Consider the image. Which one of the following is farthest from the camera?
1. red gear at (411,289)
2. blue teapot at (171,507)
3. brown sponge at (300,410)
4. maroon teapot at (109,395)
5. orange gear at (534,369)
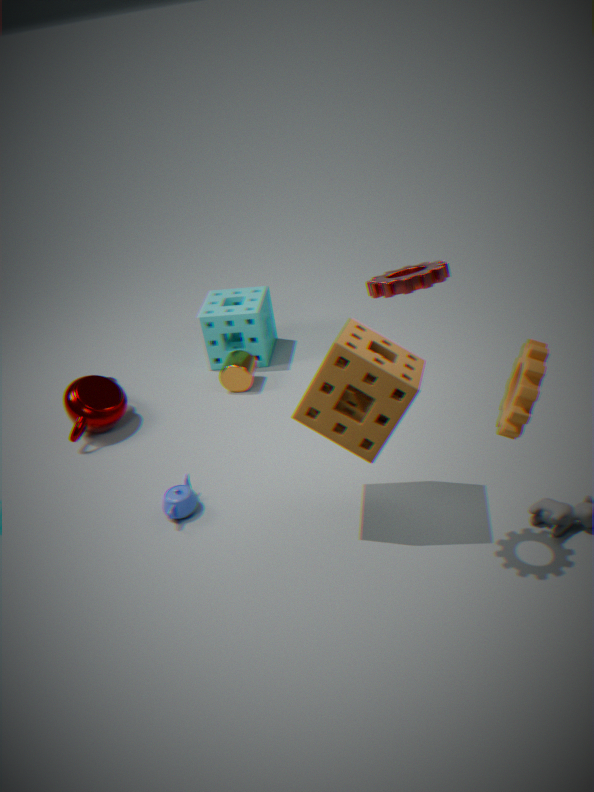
maroon teapot at (109,395)
